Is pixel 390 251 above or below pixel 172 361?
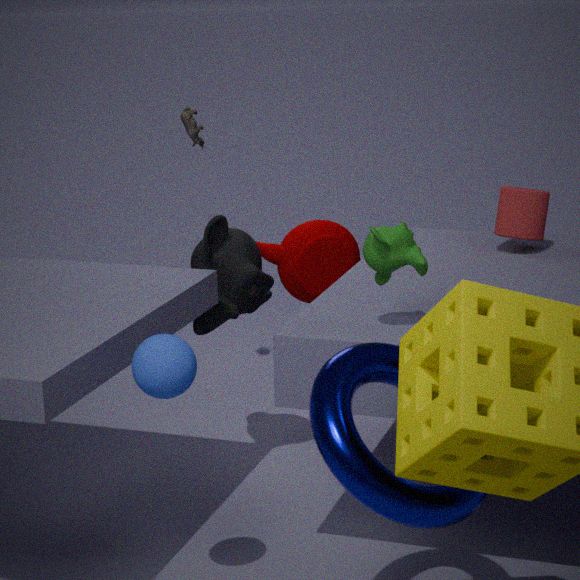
above
